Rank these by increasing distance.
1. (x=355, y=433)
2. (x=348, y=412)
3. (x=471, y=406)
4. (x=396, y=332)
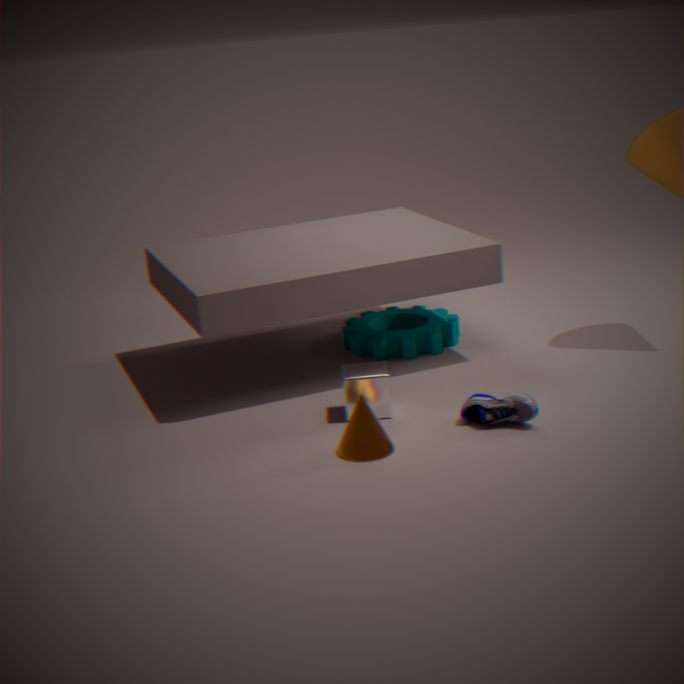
(x=355, y=433)
(x=471, y=406)
(x=348, y=412)
(x=396, y=332)
